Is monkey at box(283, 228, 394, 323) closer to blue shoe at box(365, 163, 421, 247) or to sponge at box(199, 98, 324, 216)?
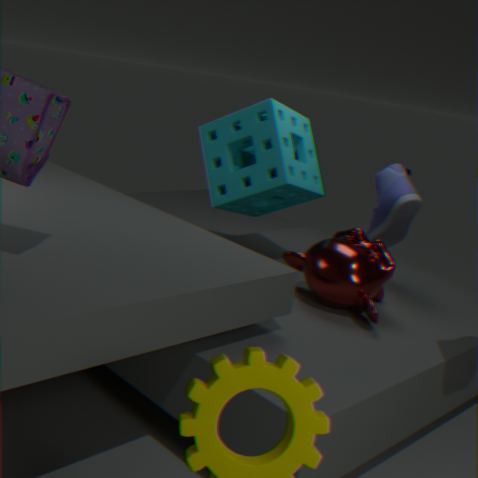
blue shoe at box(365, 163, 421, 247)
